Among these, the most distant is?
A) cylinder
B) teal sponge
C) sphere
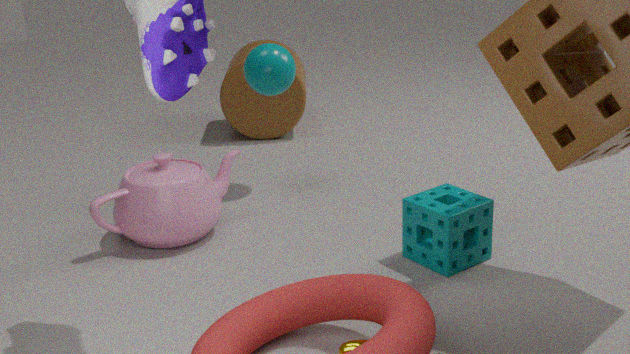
cylinder
